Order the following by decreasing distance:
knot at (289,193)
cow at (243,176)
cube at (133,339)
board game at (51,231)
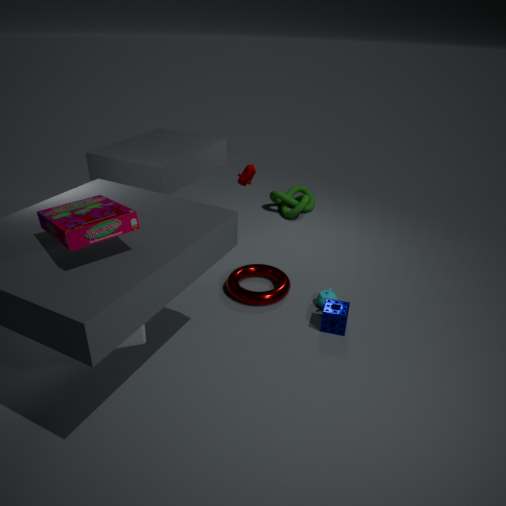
knot at (289,193)
cow at (243,176)
cube at (133,339)
board game at (51,231)
